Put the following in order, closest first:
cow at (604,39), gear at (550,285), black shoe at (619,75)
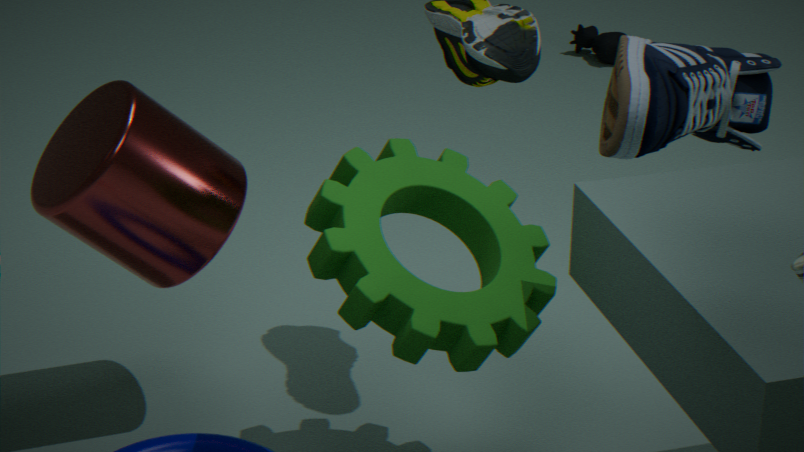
black shoe at (619,75)
gear at (550,285)
cow at (604,39)
